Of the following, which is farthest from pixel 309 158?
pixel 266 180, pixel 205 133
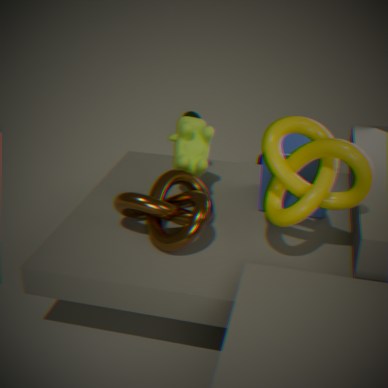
pixel 205 133
